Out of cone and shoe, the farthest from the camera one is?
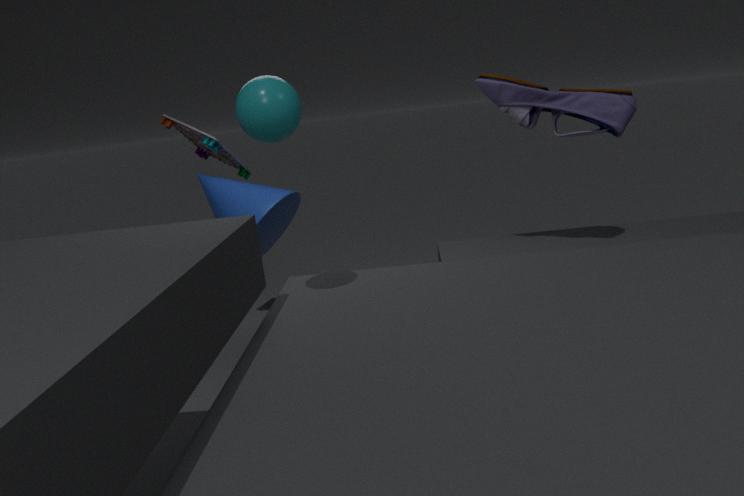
cone
